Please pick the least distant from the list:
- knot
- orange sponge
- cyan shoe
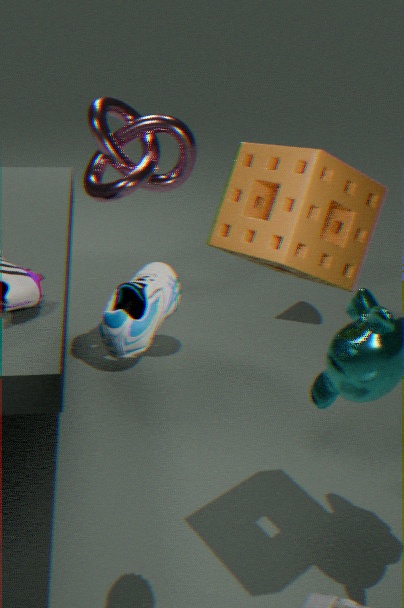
cyan shoe
